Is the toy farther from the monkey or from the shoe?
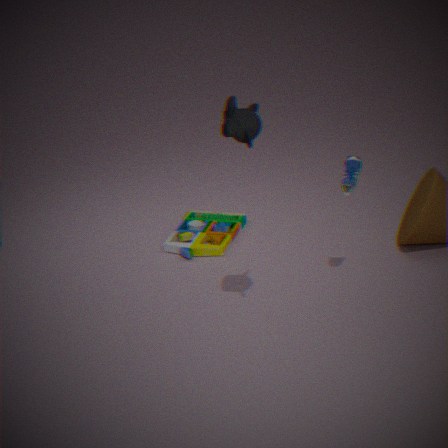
the monkey
